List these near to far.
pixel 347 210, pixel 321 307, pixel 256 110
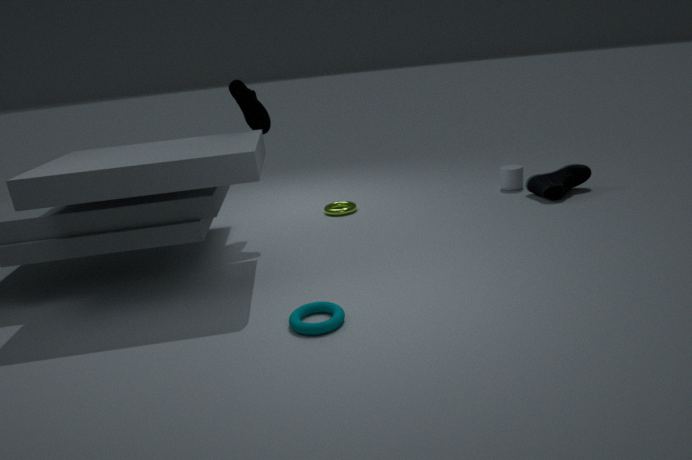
pixel 321 307
pixel 256 110
pixel 347 210
